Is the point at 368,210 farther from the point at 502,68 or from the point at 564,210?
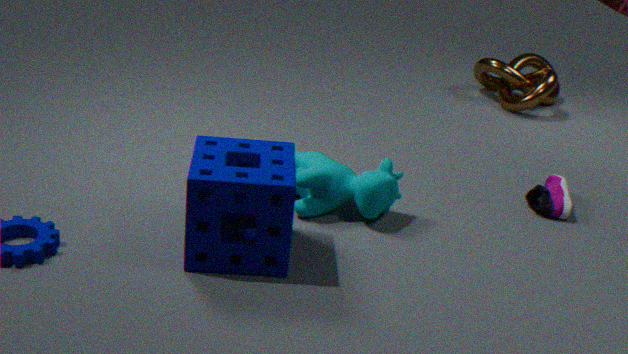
the point at 502,68
